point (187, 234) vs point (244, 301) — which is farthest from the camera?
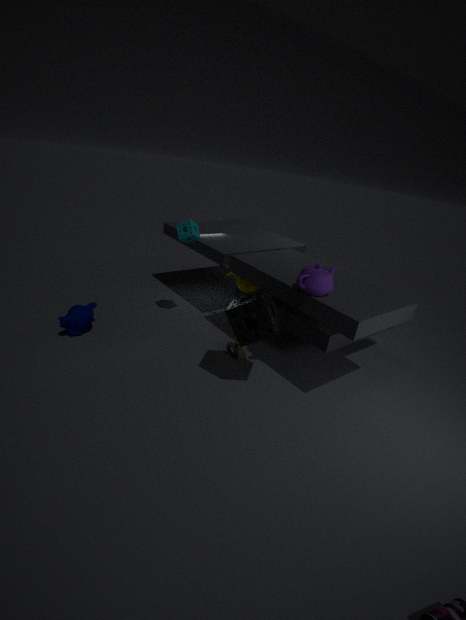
point (187, 234)
